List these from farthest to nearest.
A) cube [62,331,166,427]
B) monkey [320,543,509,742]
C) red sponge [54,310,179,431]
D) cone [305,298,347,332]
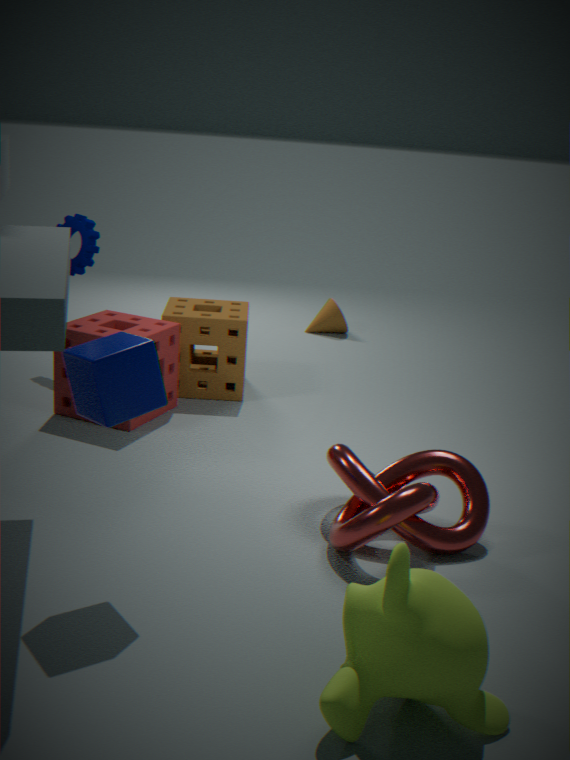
cone [305,298,347,332] → red sponge [54,310,179,431] → cube [62,331,166,427] → monkey [320,543,509,742]
